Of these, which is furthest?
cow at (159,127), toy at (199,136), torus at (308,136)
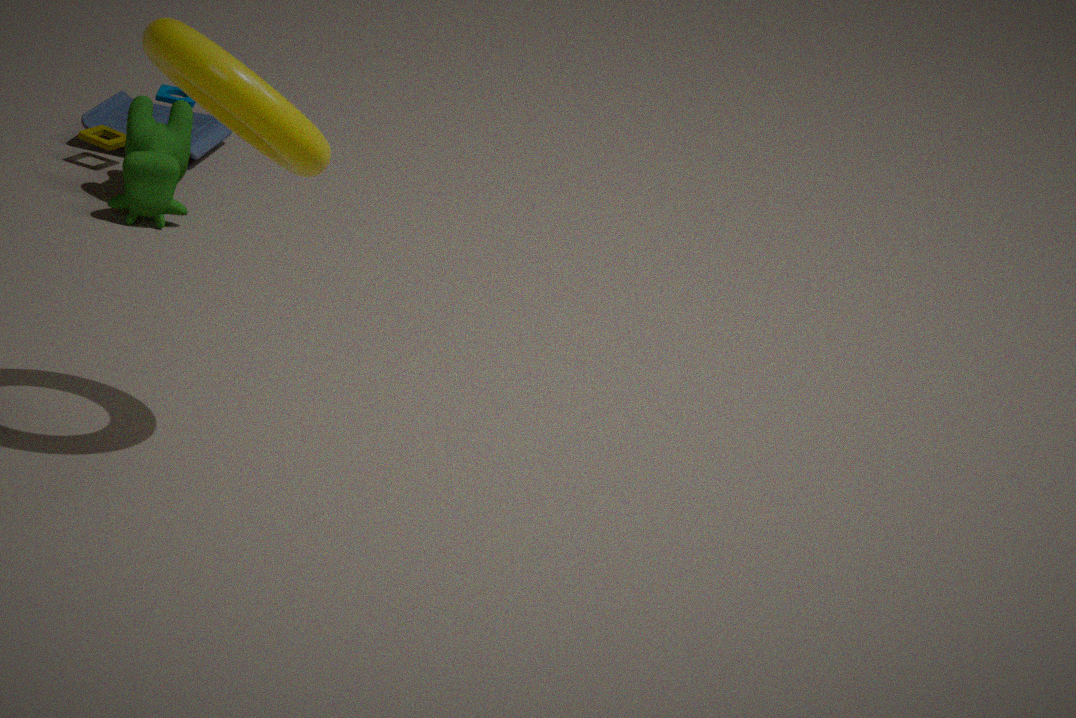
toy at (199,136)
